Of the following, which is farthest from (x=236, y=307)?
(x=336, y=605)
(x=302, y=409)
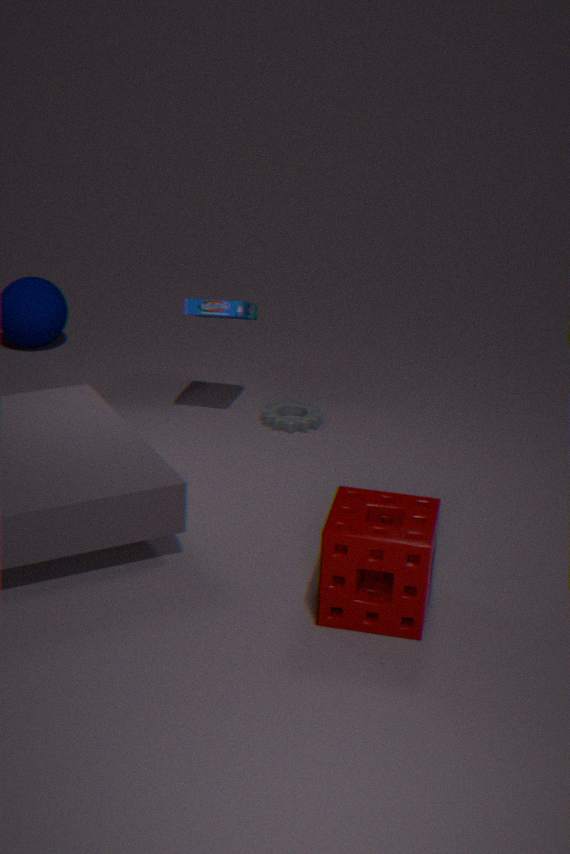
(x=336, y=605)
